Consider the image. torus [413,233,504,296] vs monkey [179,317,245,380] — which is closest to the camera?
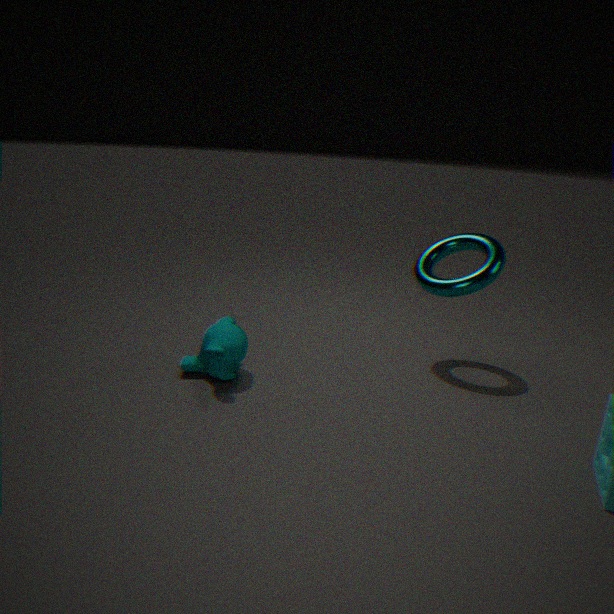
monkey [179,317,245,380]
